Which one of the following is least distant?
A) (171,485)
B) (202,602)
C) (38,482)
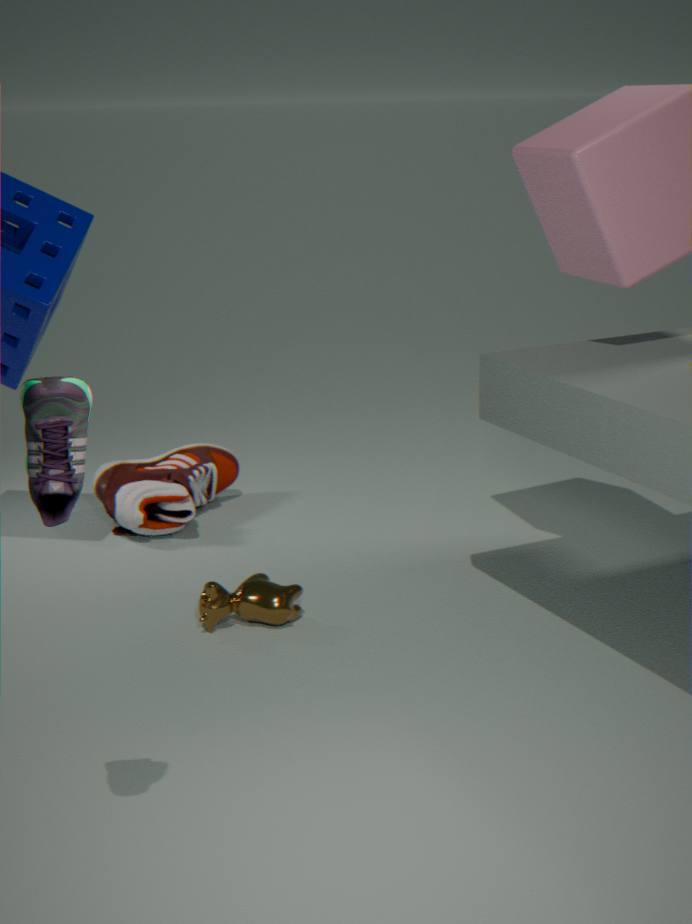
(38,482)
